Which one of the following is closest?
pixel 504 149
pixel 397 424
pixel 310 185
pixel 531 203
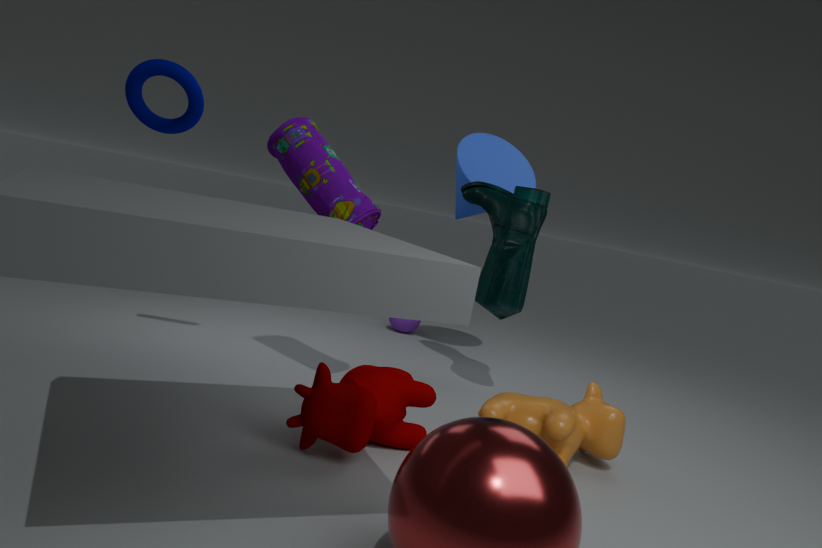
pixel 397 424
